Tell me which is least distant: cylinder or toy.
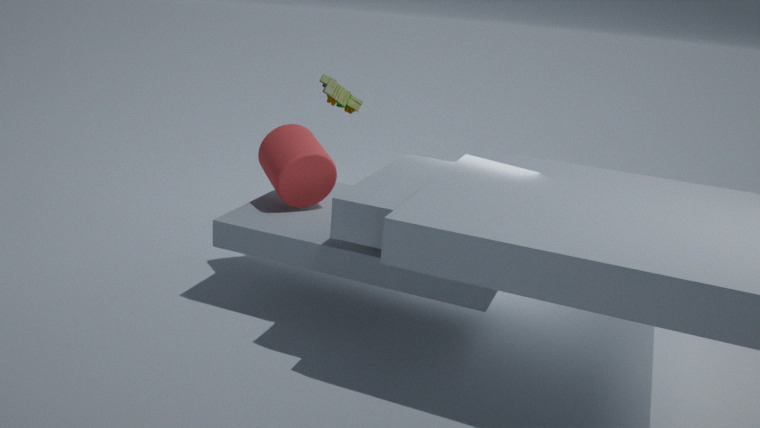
cylinder
